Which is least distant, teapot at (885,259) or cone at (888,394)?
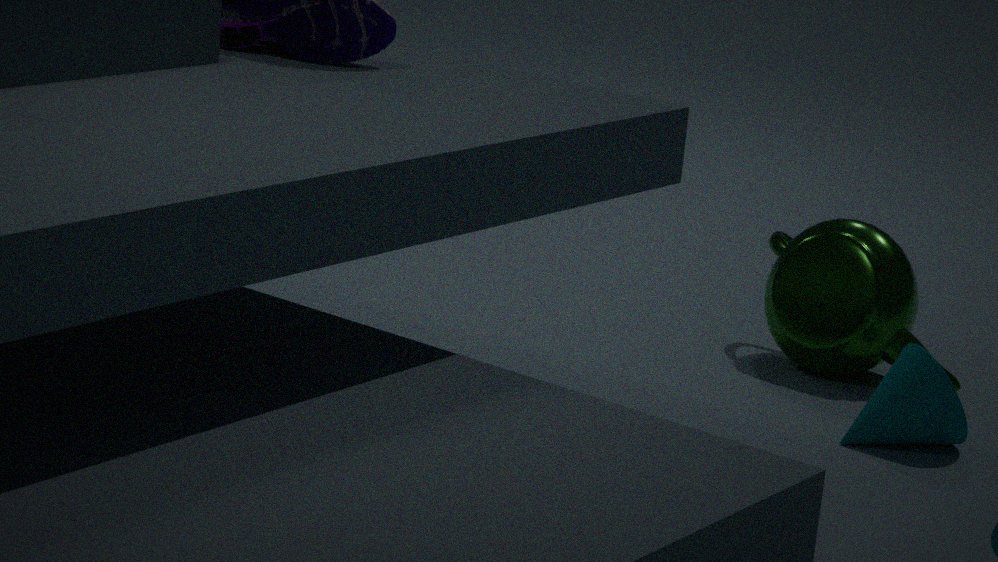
cone at (888,394)
